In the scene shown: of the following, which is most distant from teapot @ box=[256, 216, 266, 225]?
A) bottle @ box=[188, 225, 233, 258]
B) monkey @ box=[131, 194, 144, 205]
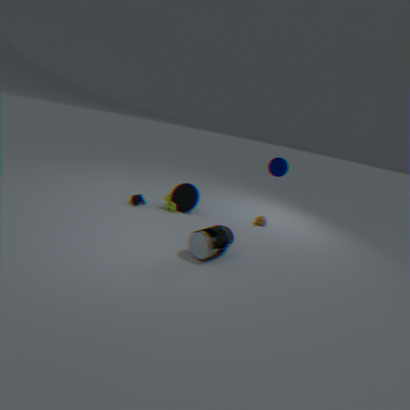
monkey @ box=[131, 194, 144, 205]
